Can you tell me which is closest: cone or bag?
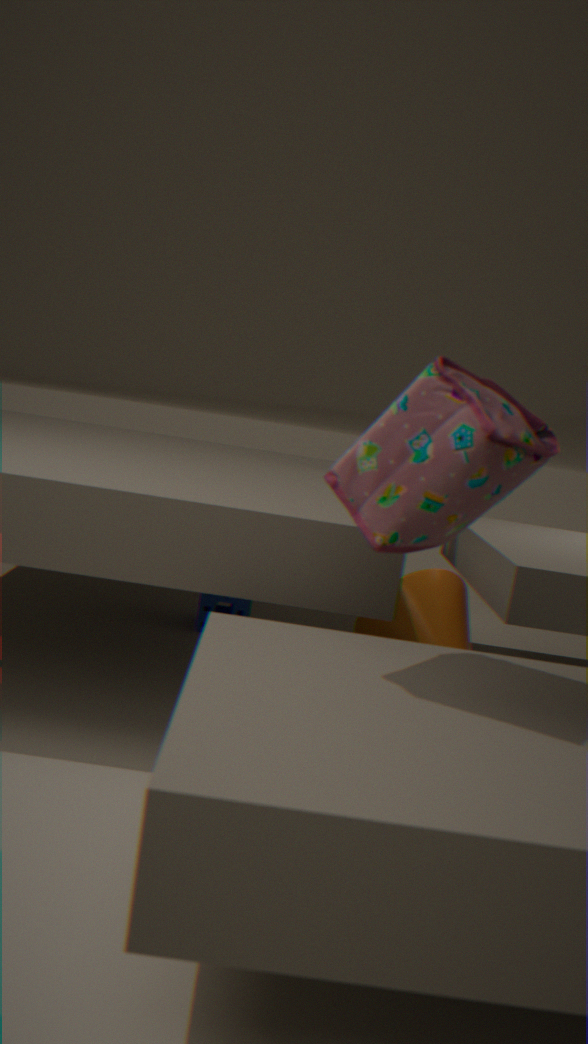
bag
